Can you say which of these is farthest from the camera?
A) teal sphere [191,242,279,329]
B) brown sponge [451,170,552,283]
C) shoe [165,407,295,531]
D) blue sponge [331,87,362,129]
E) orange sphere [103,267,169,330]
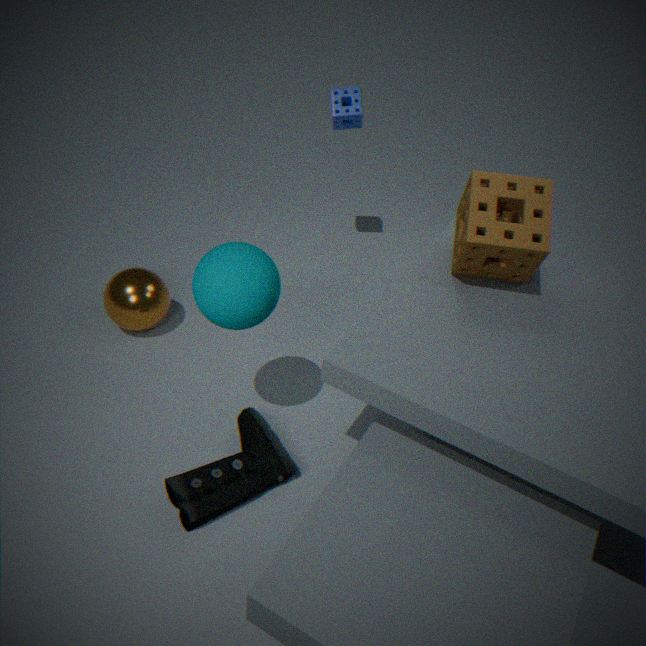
blue sponge [331,87,362,129]
